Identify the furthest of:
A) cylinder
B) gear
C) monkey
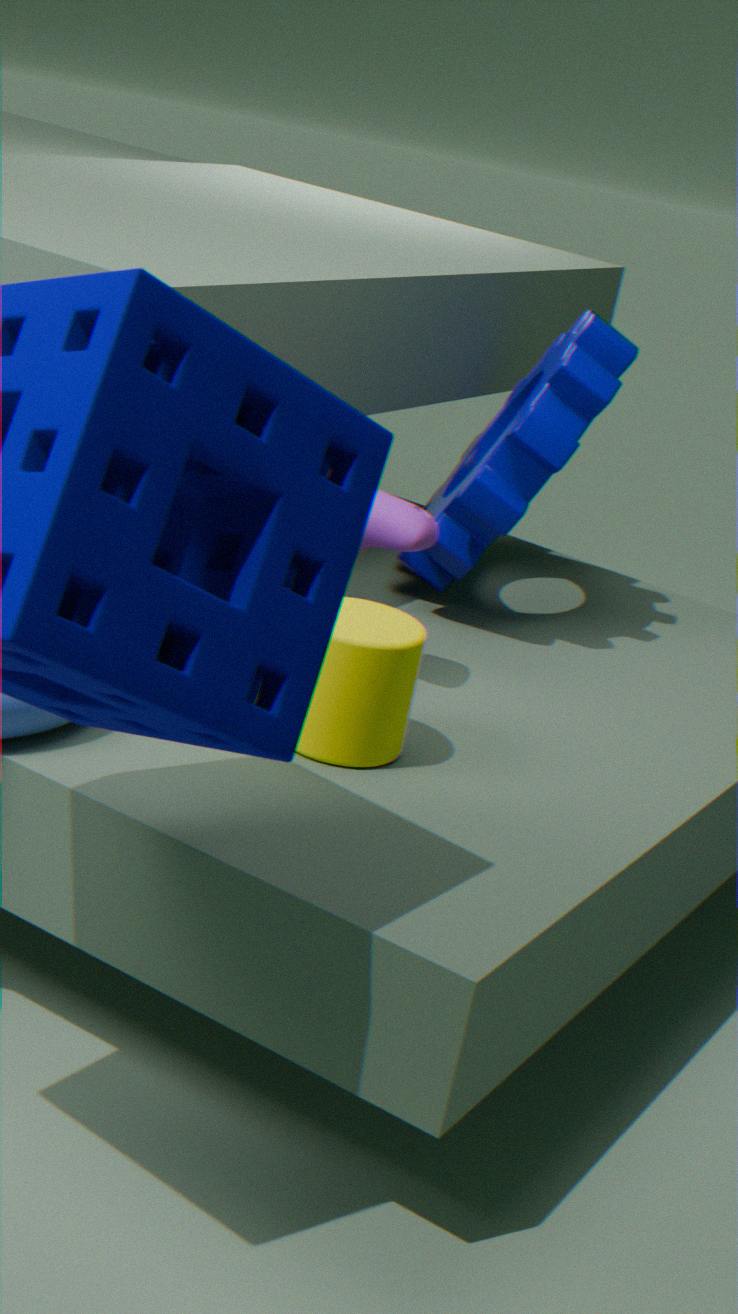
gear
